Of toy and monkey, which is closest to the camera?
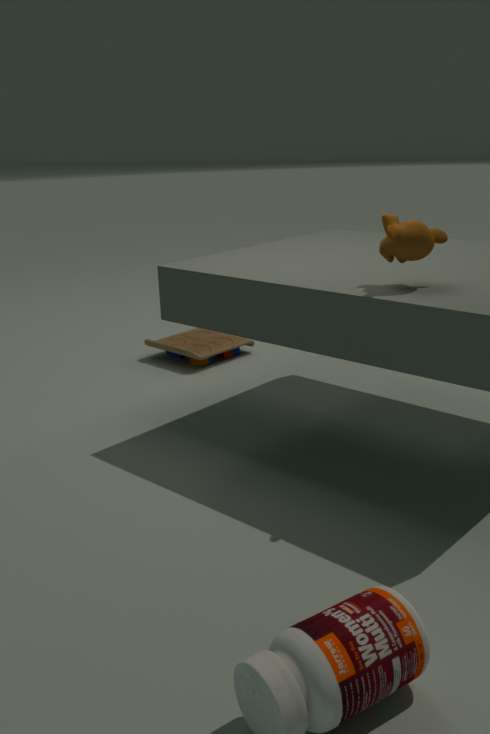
monkey
